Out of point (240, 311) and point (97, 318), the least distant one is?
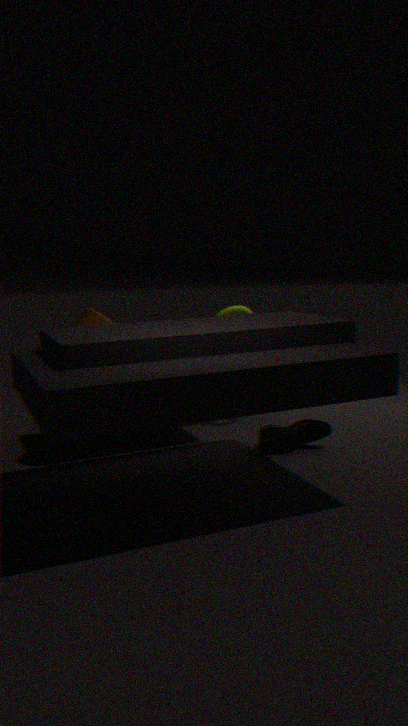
point (97, 318)
